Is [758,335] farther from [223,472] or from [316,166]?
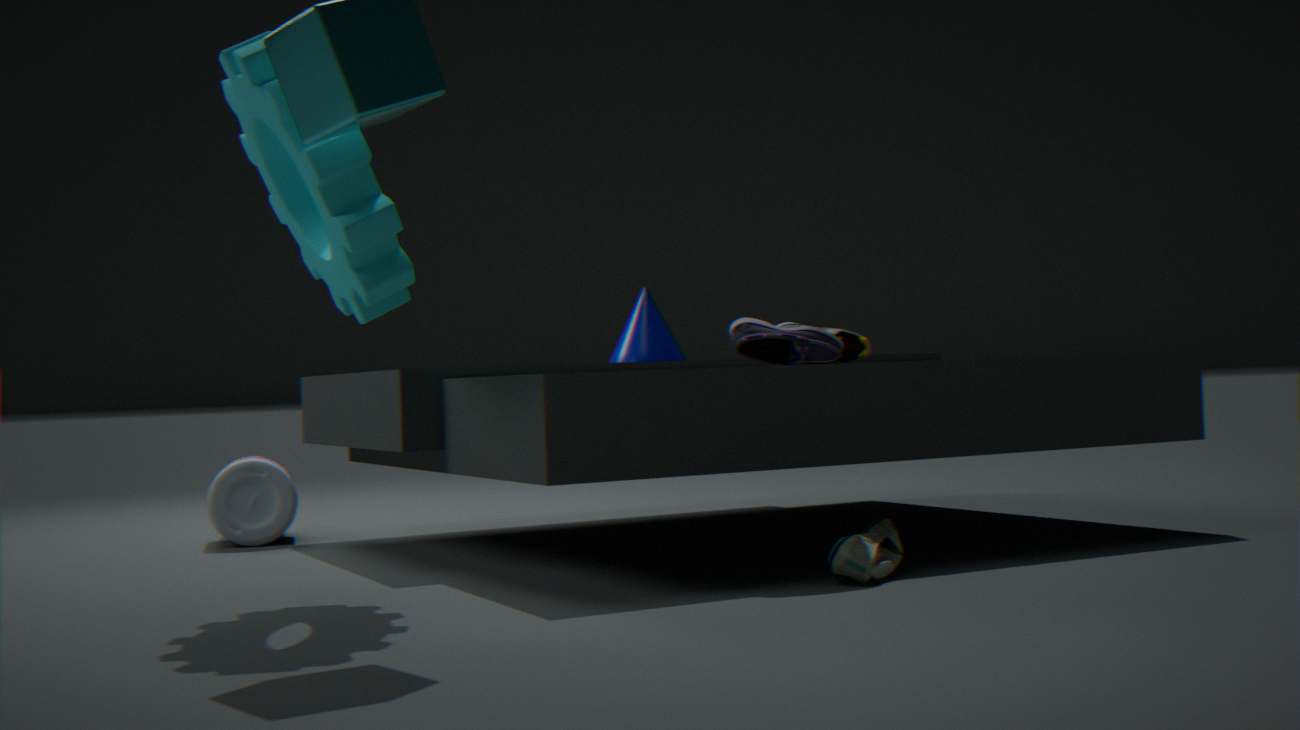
[223,472]
